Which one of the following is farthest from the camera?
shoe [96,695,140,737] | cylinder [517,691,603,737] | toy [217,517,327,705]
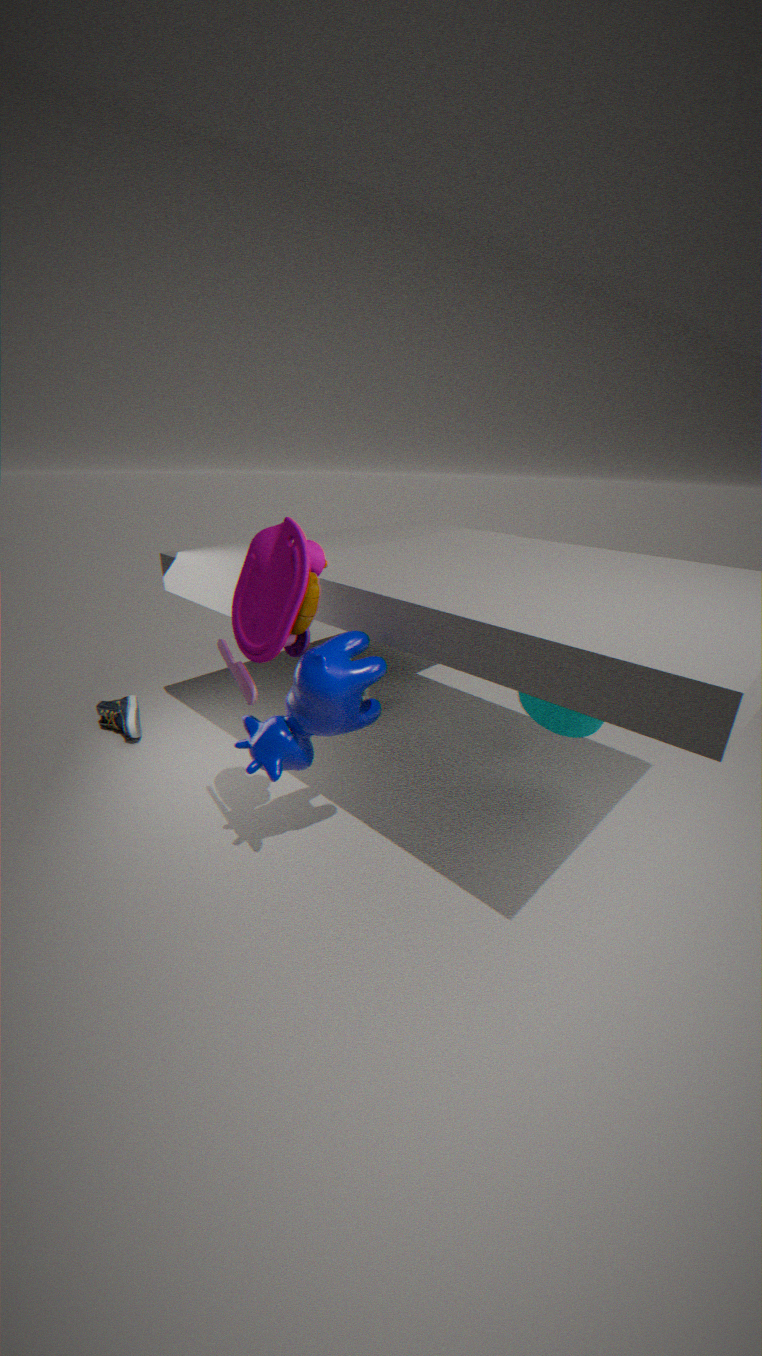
shoe [96,695,140,737]
